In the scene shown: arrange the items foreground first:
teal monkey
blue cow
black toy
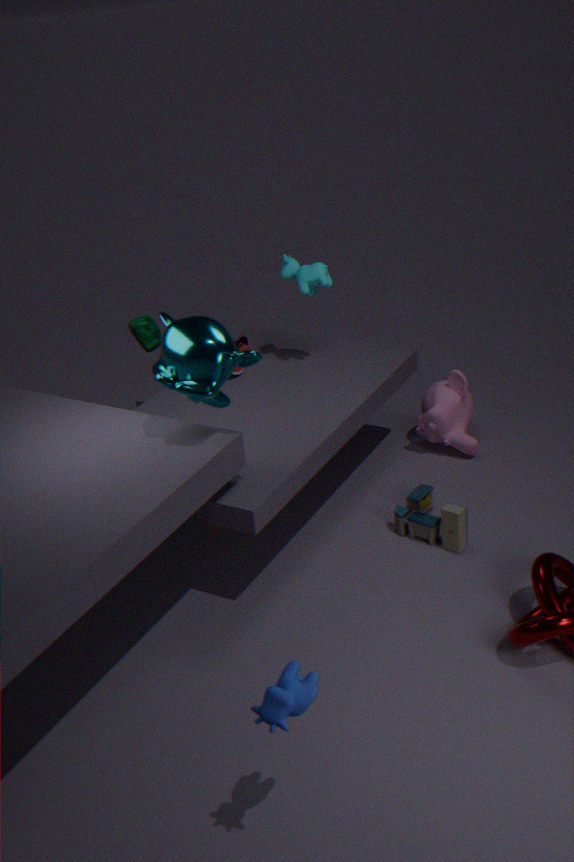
blue cow → teal monkey → black toy
